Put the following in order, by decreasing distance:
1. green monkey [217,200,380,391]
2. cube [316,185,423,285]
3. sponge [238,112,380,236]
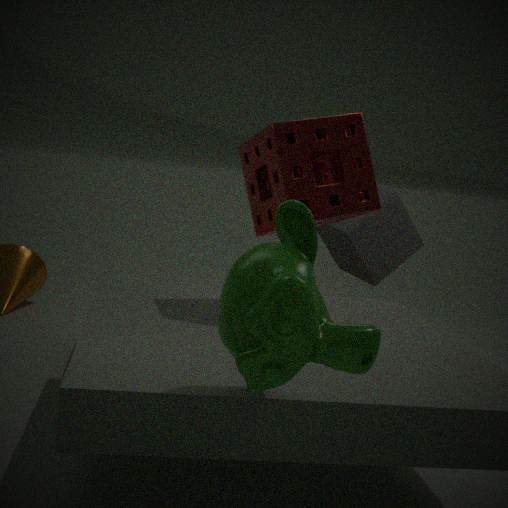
cube [316,185,423,285]
sponge [238,112,380,236]
green monkey [217,200,380,391]
